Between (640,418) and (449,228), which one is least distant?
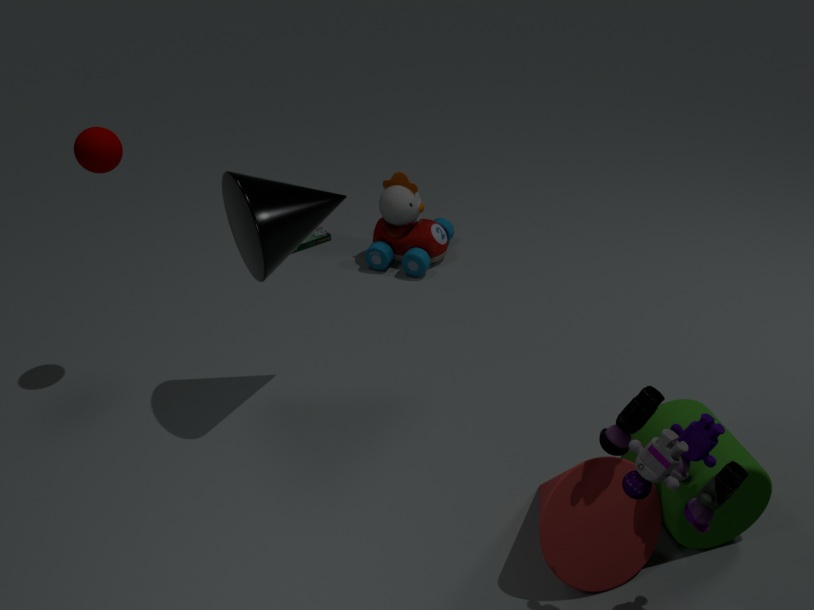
(640,418)
